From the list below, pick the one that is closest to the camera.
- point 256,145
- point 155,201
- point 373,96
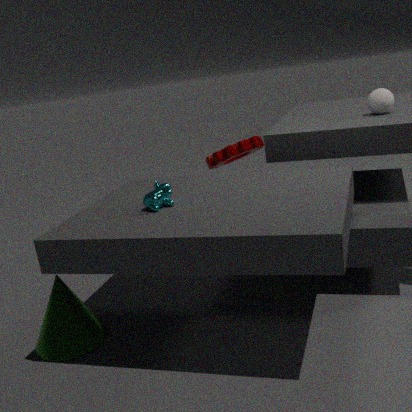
point 155,201
